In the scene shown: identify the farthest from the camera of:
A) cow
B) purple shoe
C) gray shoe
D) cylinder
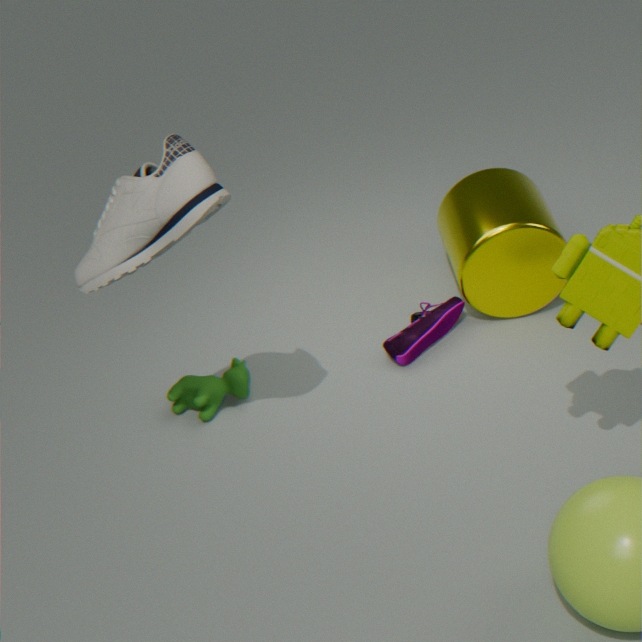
purple shoe
